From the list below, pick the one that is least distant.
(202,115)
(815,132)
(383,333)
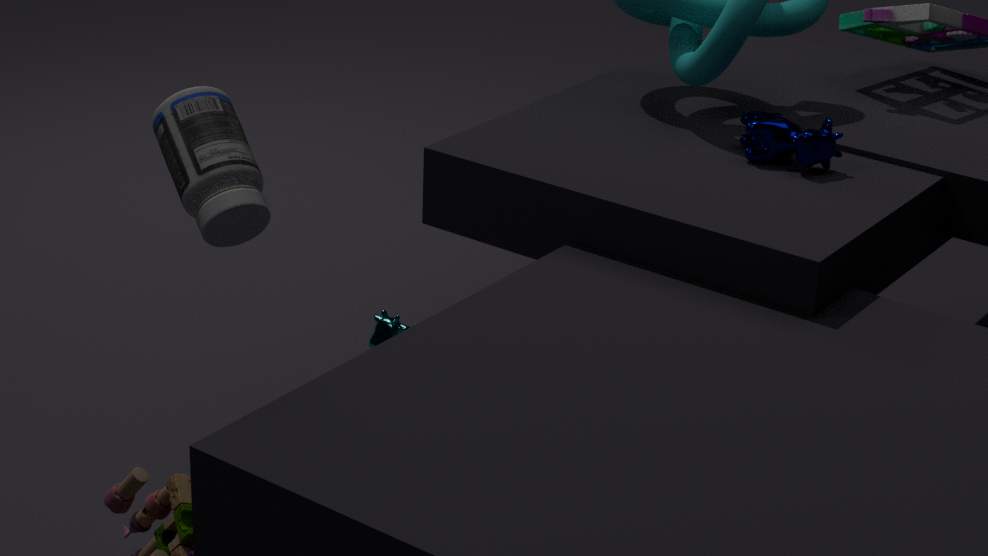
(202,115)
